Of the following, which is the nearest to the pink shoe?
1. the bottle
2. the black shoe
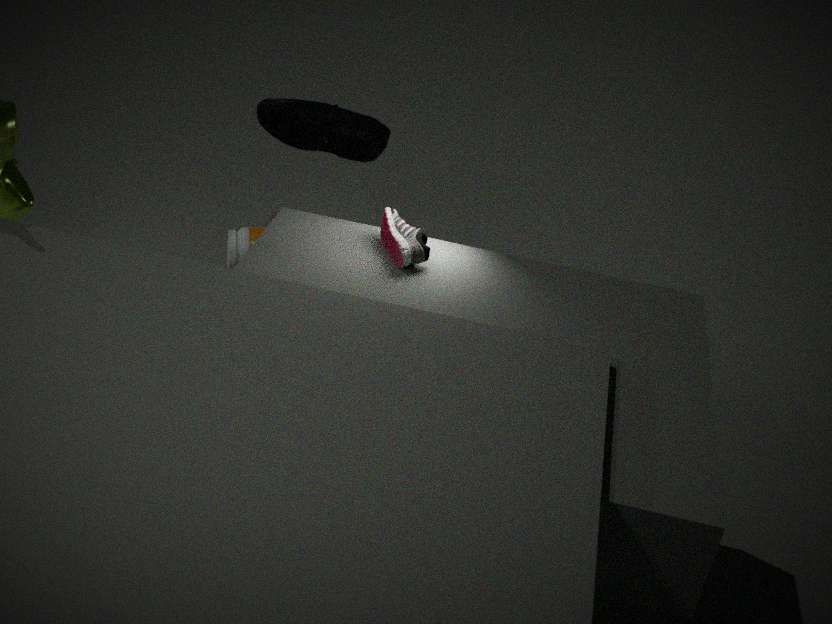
the black shoe
